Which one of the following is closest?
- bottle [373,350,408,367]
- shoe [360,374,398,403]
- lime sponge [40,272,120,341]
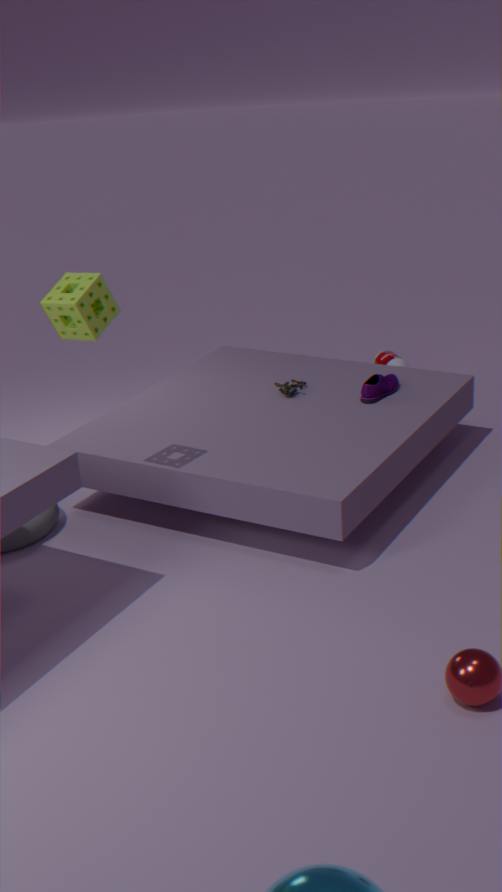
lime sponge [40,272,120,341]
